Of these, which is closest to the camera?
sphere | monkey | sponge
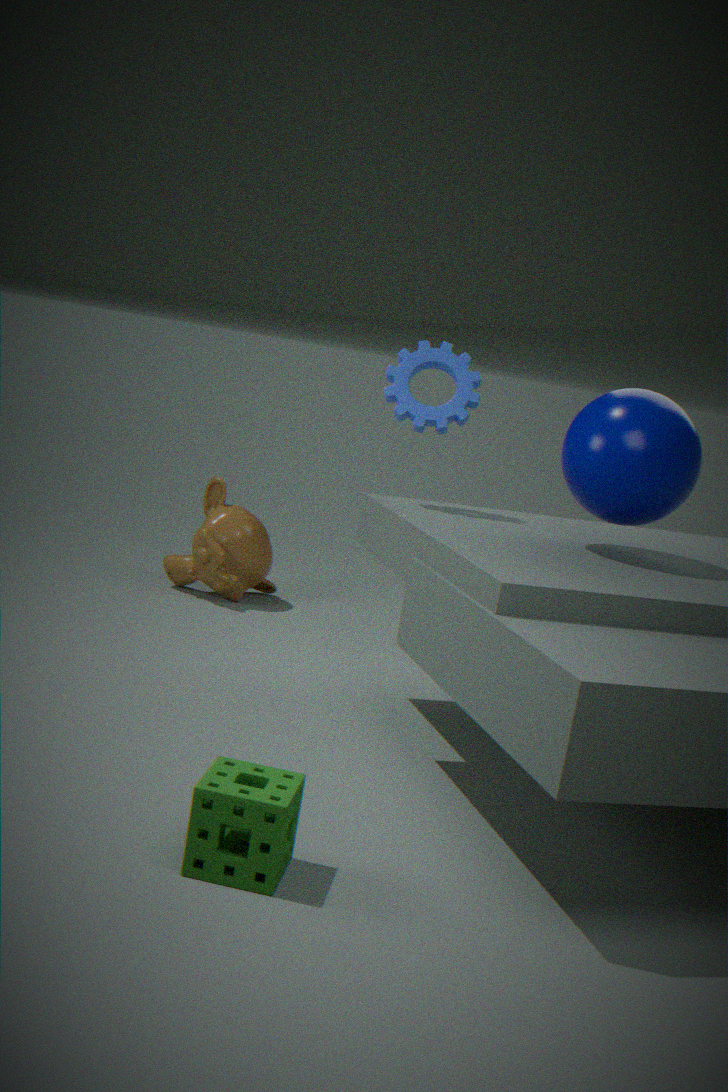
sponge
